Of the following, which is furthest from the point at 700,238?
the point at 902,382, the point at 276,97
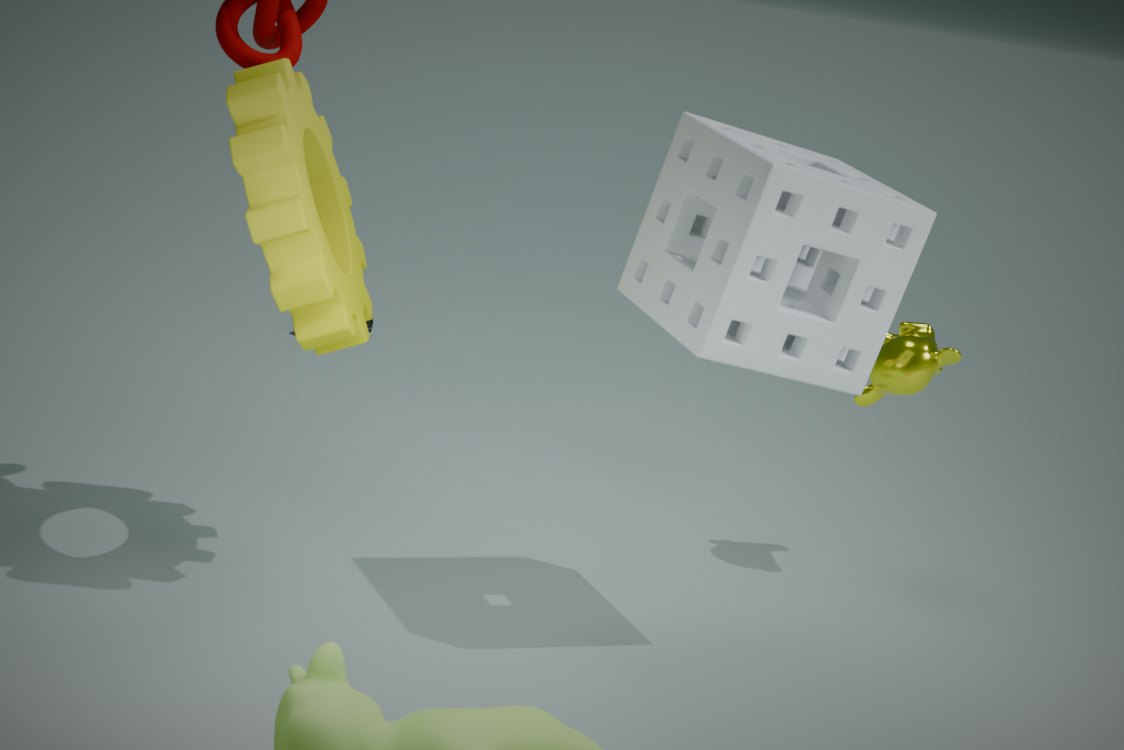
the point at 276,97
